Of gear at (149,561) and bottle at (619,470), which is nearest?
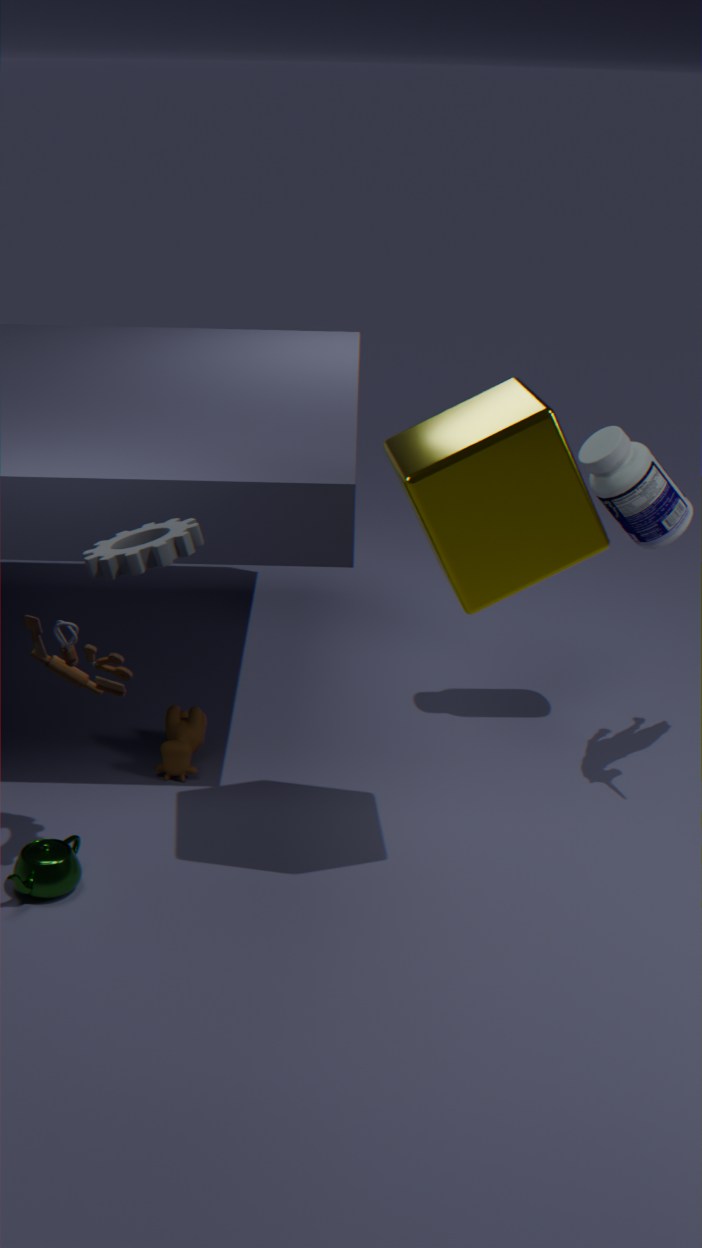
gear at (149,561)
